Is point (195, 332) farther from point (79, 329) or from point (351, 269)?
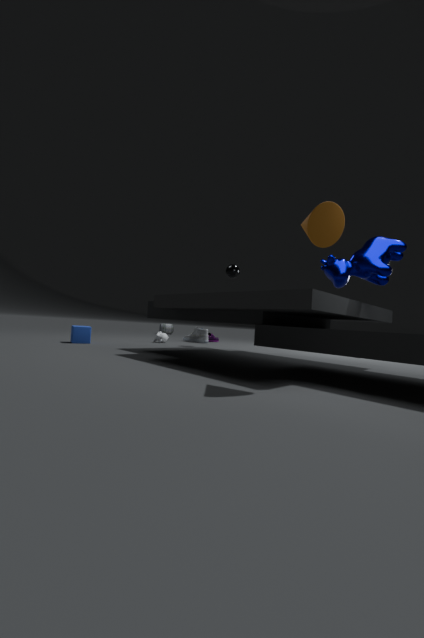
point (351, 269)
